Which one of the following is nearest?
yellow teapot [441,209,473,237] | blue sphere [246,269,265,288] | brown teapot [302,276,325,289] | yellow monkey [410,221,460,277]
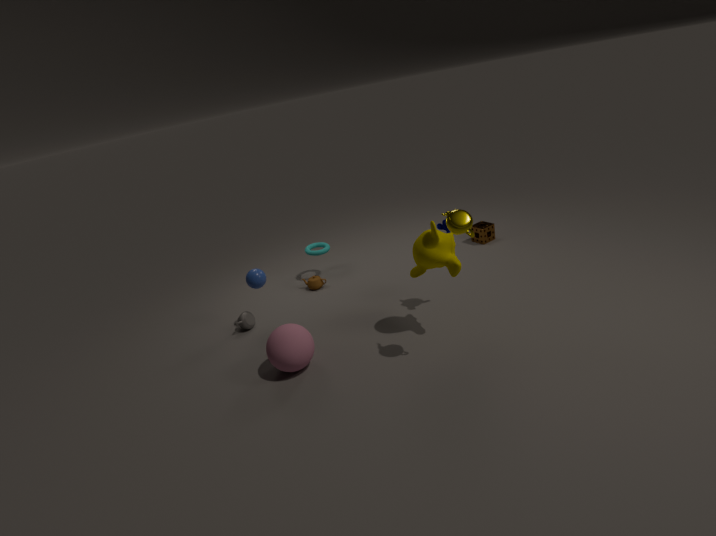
yellow teapot [441,209,473,237]
